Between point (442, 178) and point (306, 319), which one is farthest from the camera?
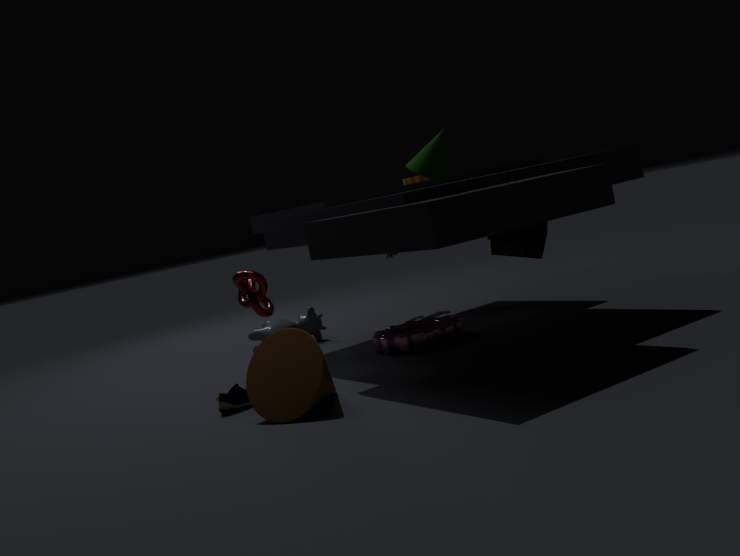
point (306, 319)
